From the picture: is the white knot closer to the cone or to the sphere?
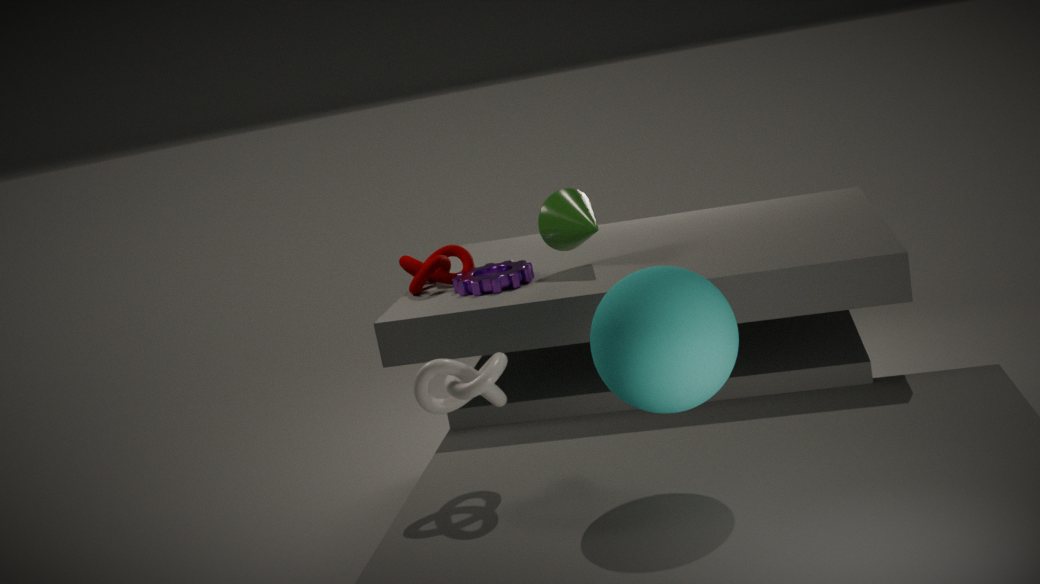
the sphere
